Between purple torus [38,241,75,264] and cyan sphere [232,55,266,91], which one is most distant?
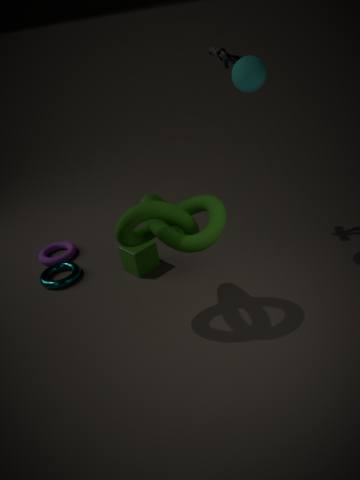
purple torus [38,241,75,264]
